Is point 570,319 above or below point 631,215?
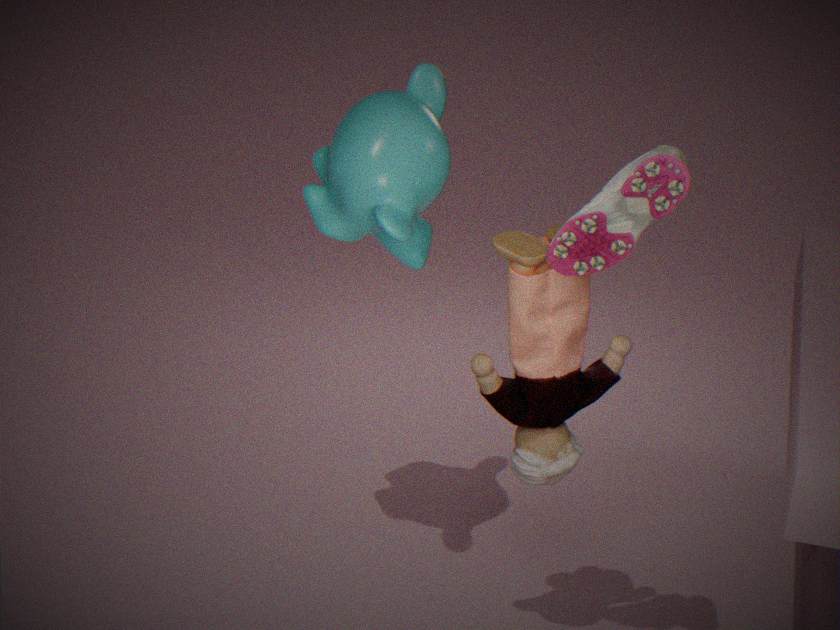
below
